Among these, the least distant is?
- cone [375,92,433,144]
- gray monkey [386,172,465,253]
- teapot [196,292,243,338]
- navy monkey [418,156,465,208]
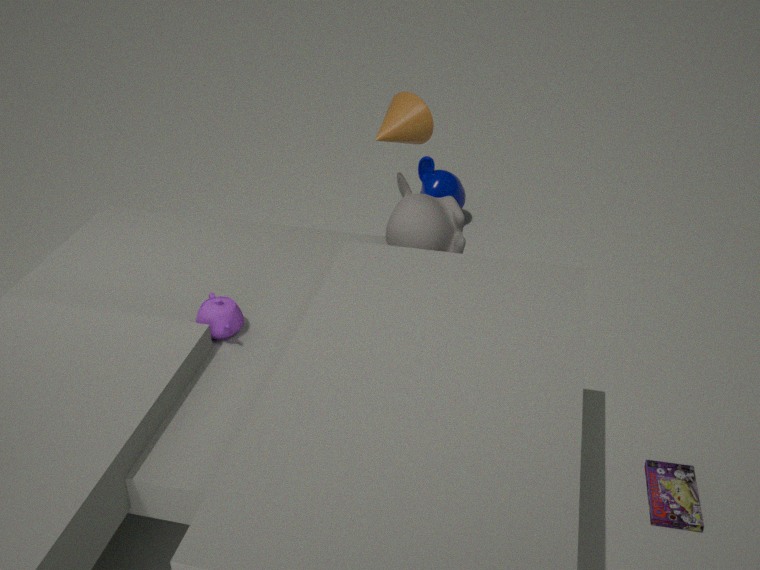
teapot [196,292,243,338]
